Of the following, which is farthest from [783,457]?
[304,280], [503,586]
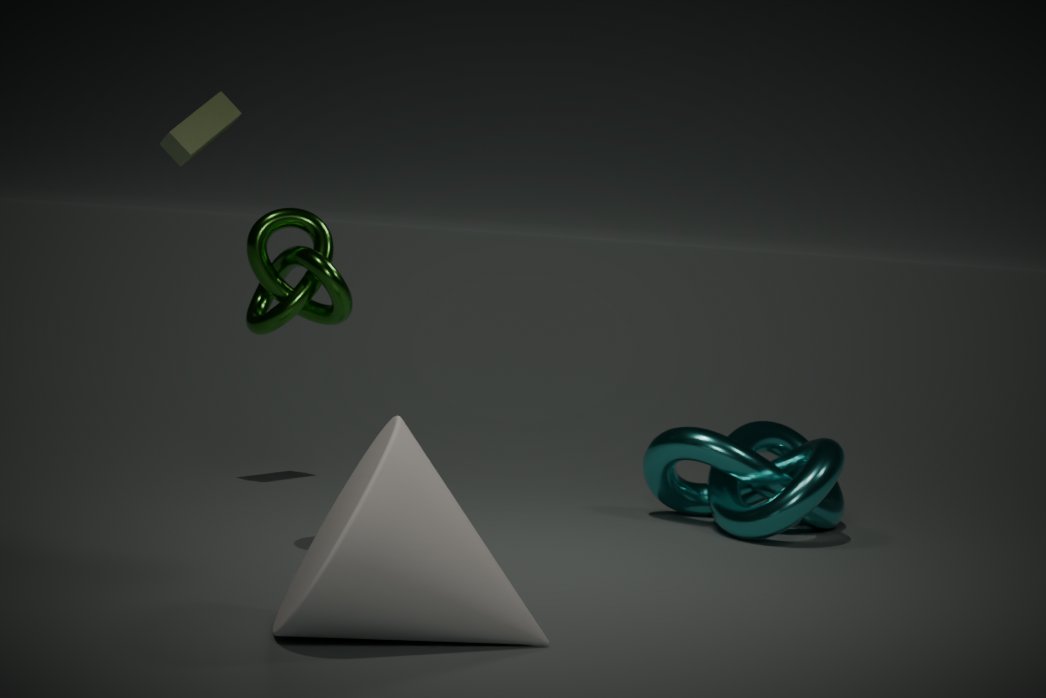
[503,586]
